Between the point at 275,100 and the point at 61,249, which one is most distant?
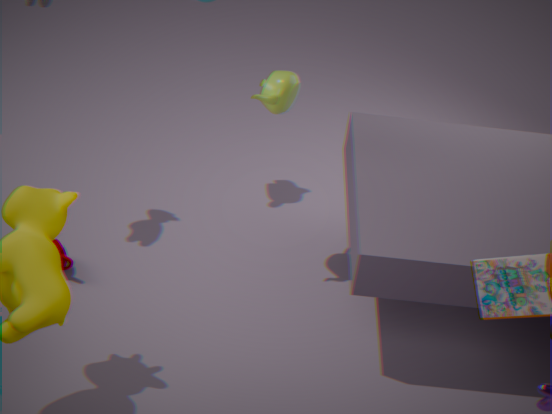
the point at 61,249
